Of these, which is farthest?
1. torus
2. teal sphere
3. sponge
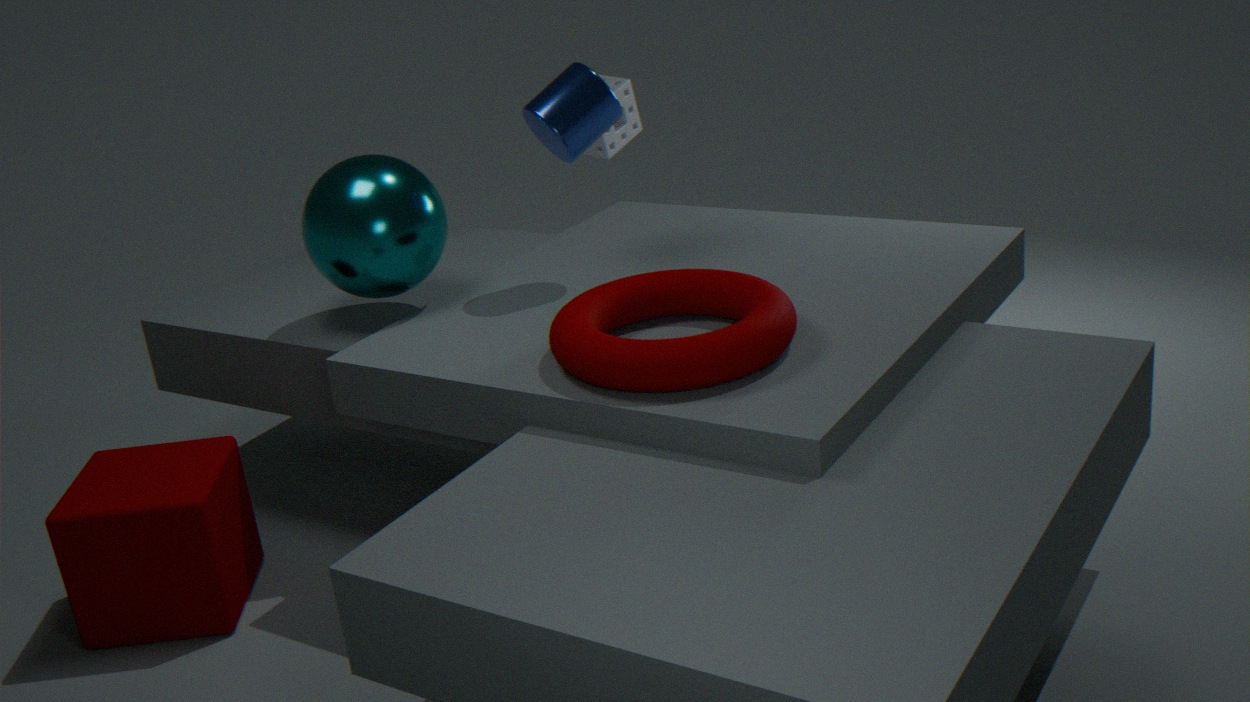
sponge
